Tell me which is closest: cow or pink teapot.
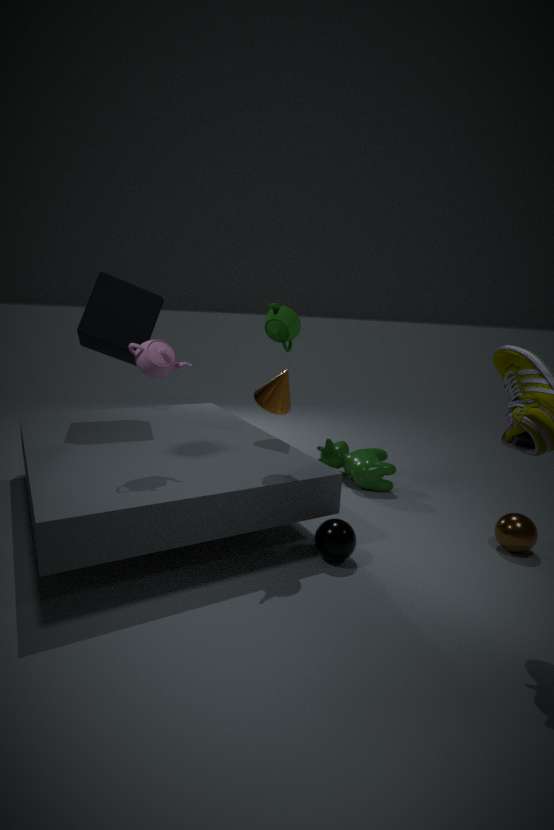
pink teapot
